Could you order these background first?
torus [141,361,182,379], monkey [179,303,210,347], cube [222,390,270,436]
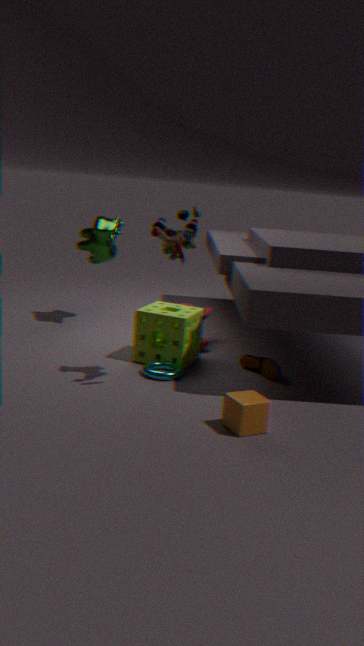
1. monkey [179,303,210,347]
2. torus [141,361,182,379]
3. cube [222,390,270,436]
